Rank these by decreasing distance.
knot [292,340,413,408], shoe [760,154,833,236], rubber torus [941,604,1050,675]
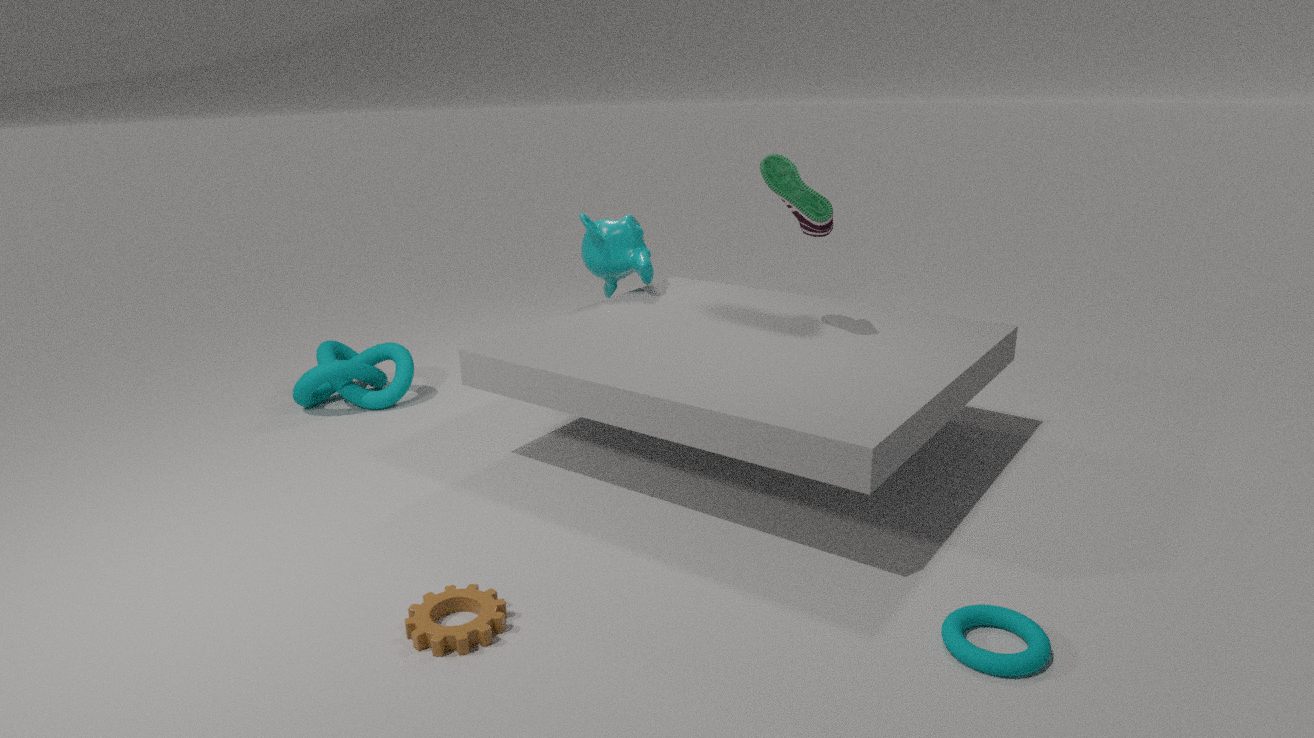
knot [292,340,413,408]
shoe [760,154,833,236]
rubber torus [941,604,1050,675]
